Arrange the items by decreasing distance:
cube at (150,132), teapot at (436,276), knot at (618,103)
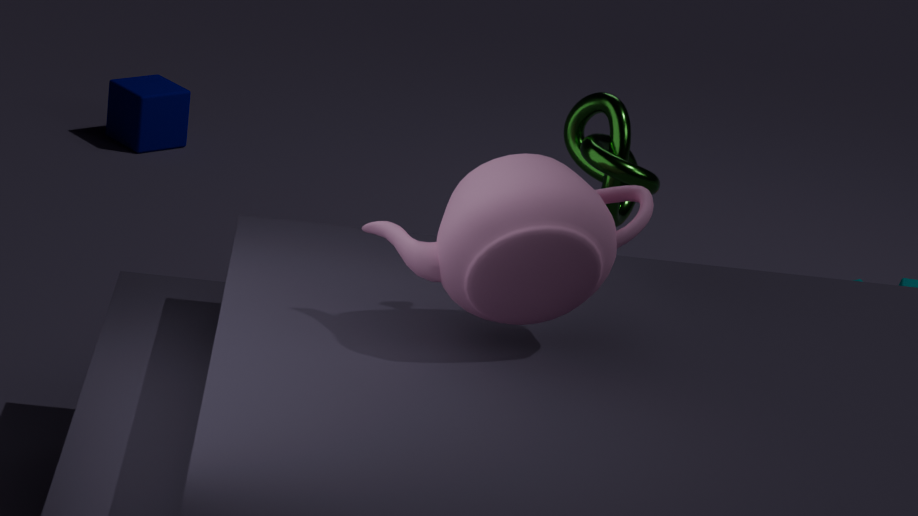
cube at (150,132) < knot at (618,103) < teapot at (436,276)
